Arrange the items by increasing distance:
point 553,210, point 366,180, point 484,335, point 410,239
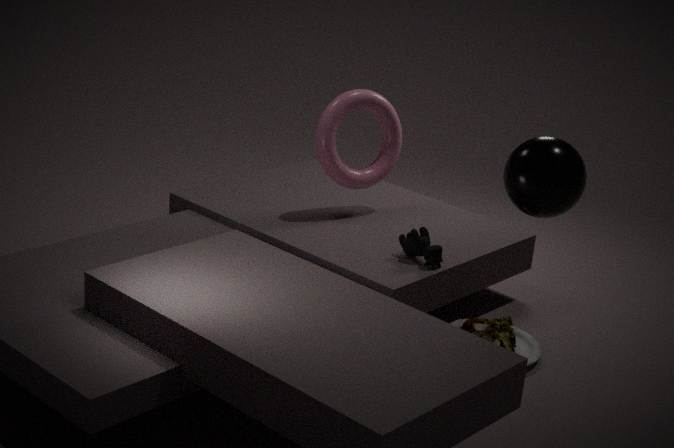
point 553,210 → point 484,335 → point 410,239 → point 366,180
